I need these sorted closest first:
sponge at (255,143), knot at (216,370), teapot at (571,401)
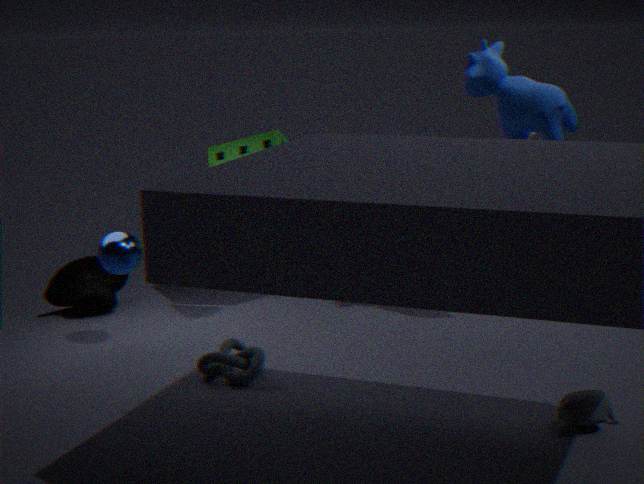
teapot at (571,401) → knot at (216,370) → sponge at (255,143)
